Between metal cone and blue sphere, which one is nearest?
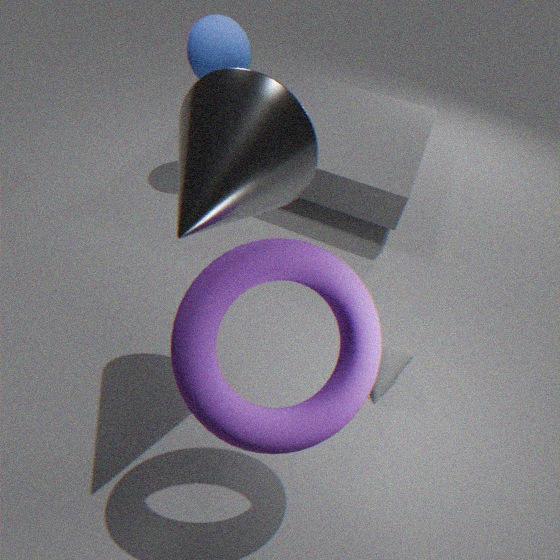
metal cone
